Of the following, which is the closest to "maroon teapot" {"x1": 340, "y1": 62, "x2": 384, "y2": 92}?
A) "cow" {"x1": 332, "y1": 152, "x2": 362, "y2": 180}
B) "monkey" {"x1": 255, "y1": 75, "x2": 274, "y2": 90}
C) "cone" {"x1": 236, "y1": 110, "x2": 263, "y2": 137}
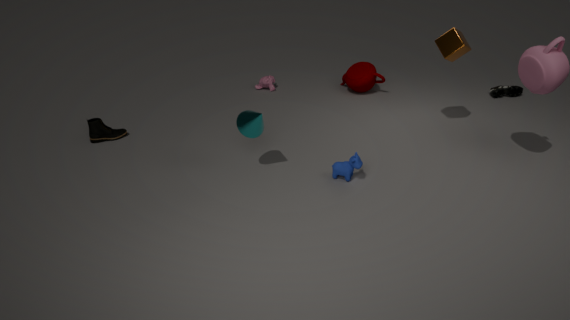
"monkey" {"x1": 255, "y1": 75, "x2": 274, "y2": 90}
